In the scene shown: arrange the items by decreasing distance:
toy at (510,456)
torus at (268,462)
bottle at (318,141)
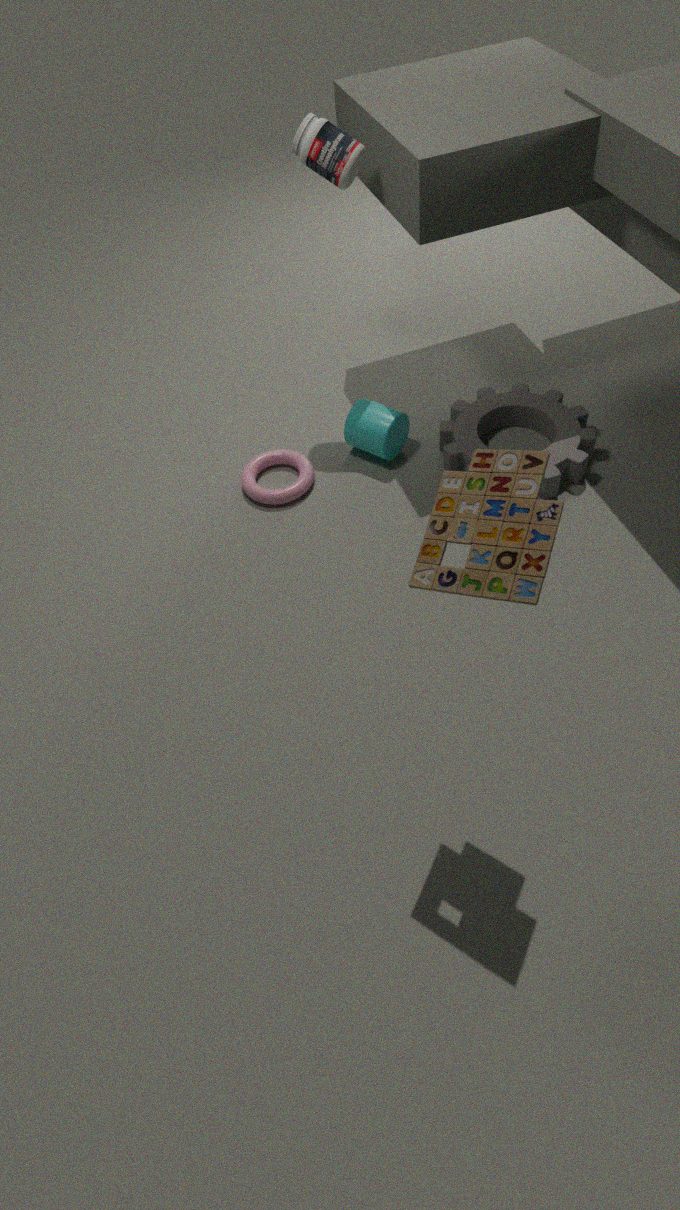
1. torus at (268,462)
2. bottle at (318,141)
3. toy at (510,456)
